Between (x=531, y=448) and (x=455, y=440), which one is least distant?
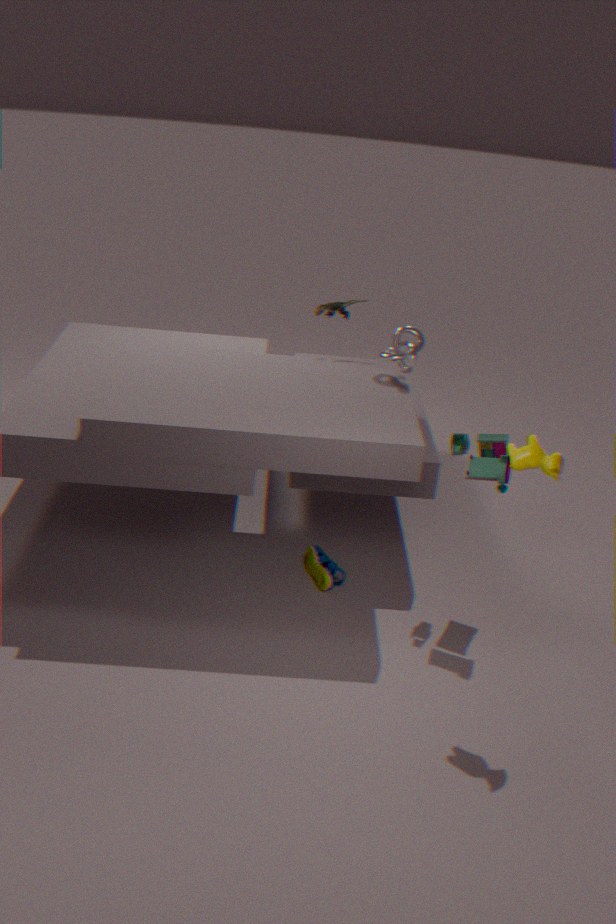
(x=531, y=448)
